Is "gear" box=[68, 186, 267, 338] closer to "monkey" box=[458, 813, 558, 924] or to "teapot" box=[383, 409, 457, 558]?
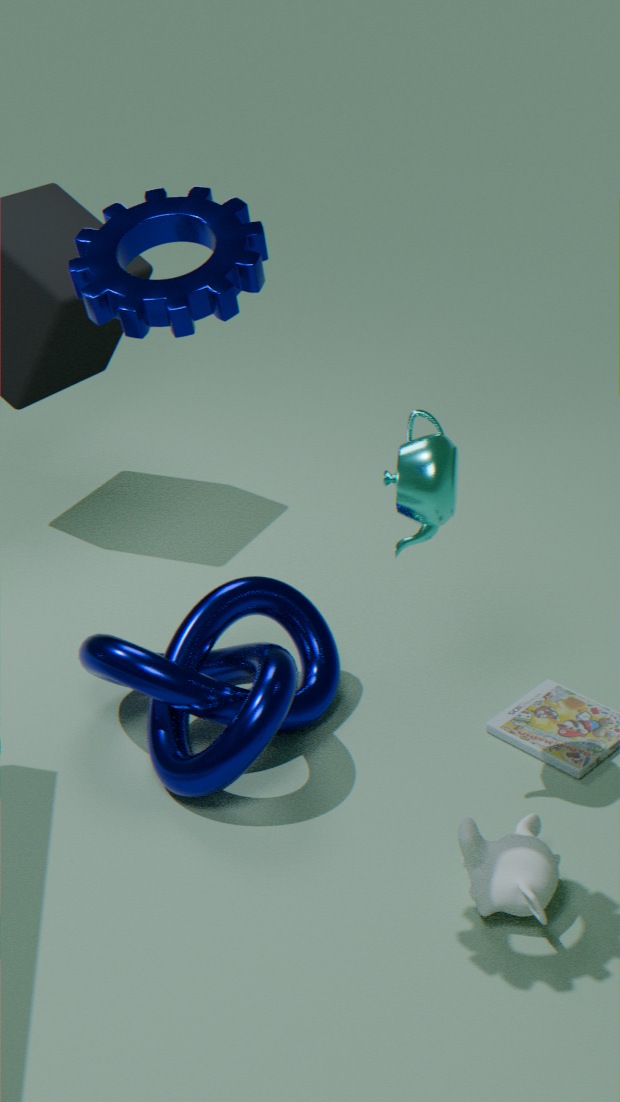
"teapot" box=[383, 409, 457, 558]
